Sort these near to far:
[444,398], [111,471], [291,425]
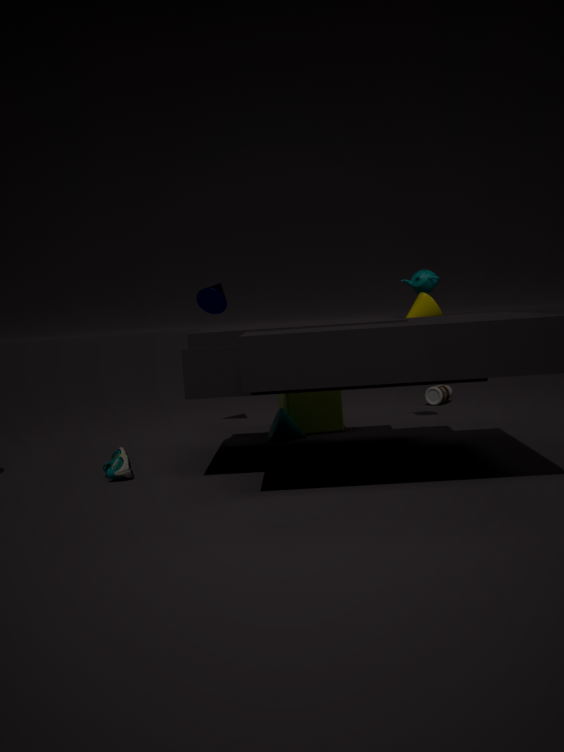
[111,471] → [291,425] → [444,398]
